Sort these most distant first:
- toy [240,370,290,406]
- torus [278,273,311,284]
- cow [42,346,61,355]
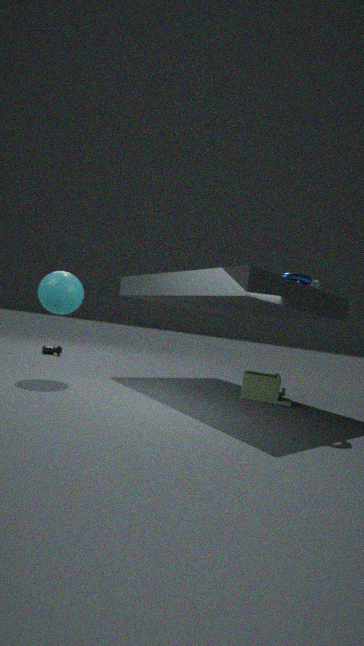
1. cow [42,346,61,355]
2. toy [240,370,290,406]
3. torus [278,273,311,284]
